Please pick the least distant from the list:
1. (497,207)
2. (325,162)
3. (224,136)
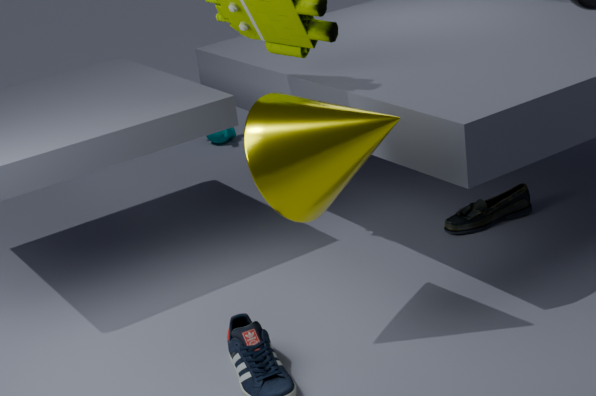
(325,162)
